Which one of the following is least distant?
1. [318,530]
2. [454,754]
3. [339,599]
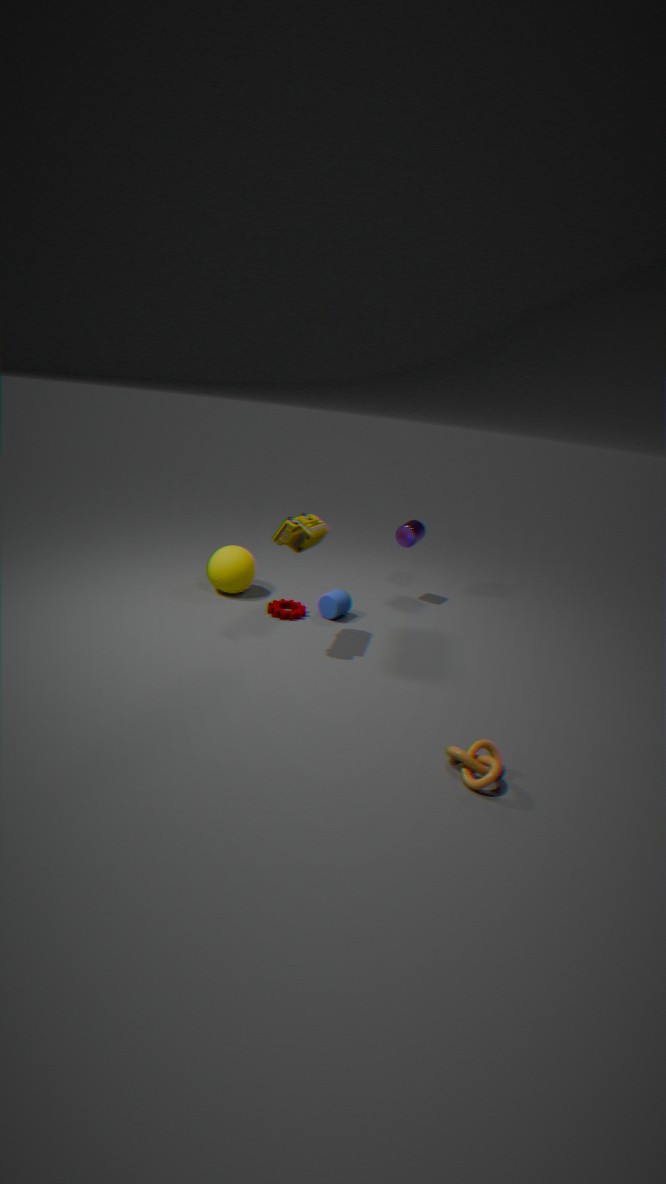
[454,754]
